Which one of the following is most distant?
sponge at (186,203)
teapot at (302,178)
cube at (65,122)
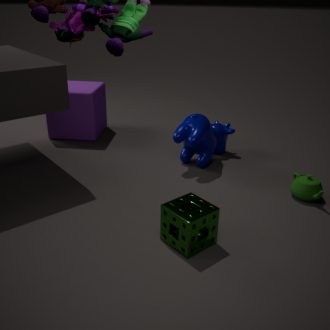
cube at (65,122)
